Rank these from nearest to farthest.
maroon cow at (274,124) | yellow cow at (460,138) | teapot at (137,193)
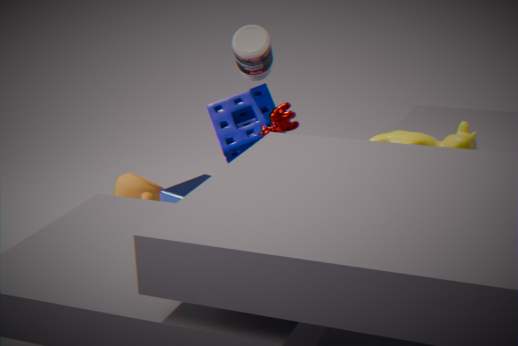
1. yellow cow at (460,138)
2. maroon cow at (274,124)
3. teapot at (137,193)
